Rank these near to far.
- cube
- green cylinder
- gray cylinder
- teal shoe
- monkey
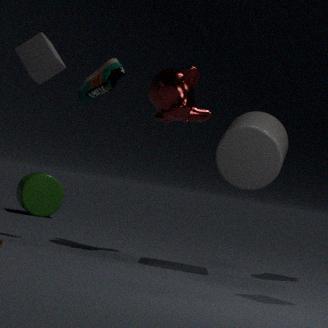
gray cylinder → cube → monkey → teal shoe → green cylinder
